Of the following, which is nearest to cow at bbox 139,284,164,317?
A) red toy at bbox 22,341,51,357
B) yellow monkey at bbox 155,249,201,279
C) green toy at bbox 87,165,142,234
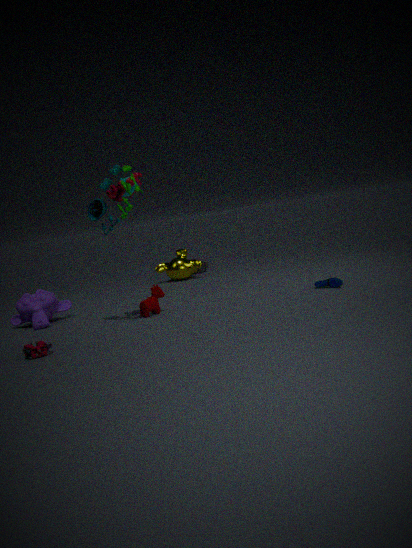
green toy at bbox 87,165,142,234
